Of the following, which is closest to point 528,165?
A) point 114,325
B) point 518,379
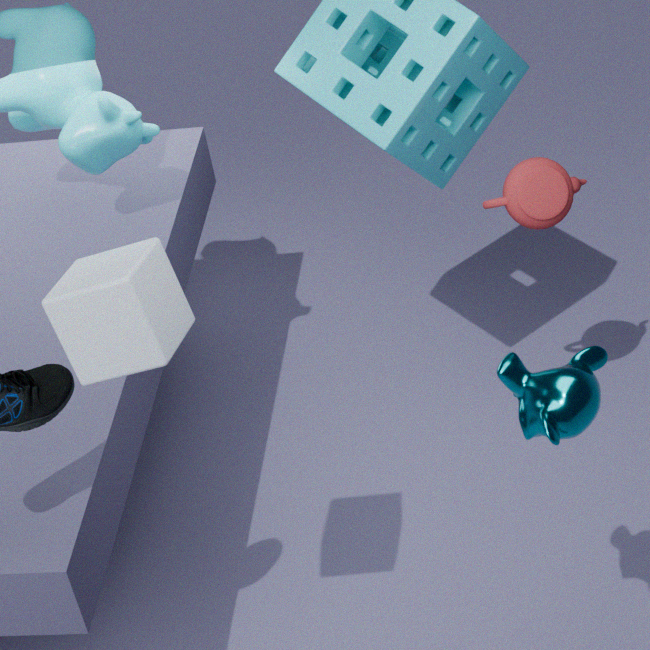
point 518,379
